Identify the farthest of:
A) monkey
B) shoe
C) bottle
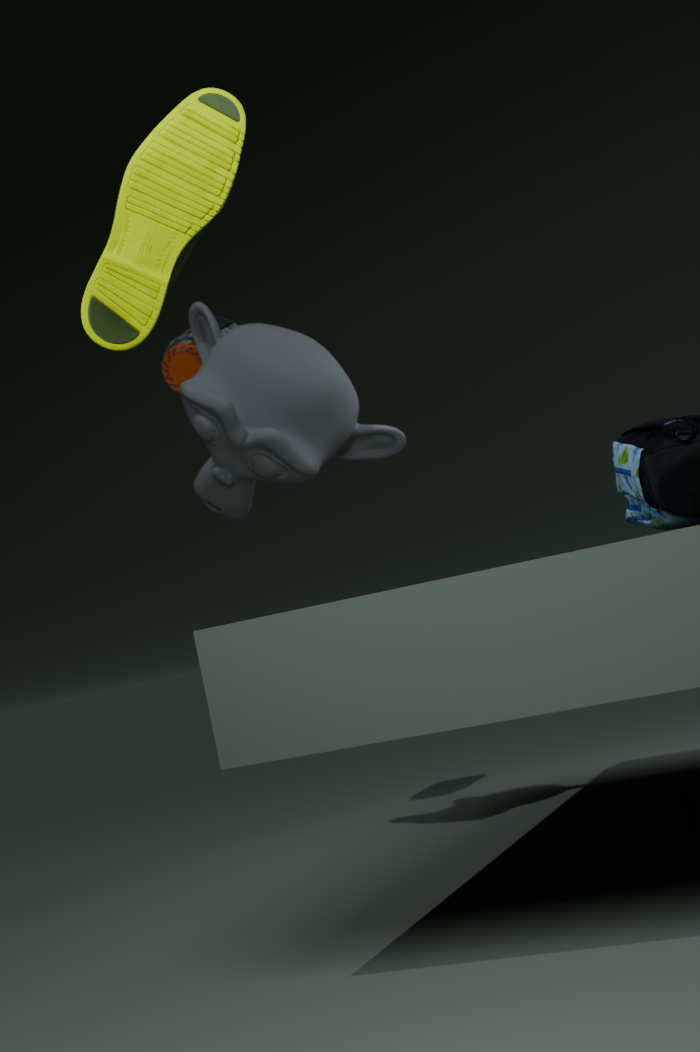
bottle
